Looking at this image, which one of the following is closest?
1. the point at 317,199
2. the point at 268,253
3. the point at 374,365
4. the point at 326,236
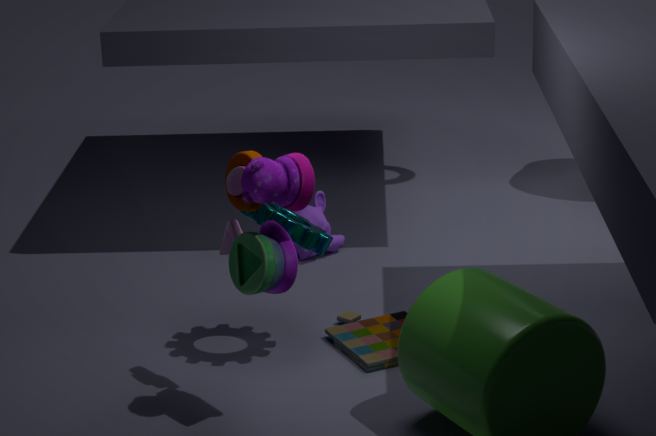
the point at 268,253
